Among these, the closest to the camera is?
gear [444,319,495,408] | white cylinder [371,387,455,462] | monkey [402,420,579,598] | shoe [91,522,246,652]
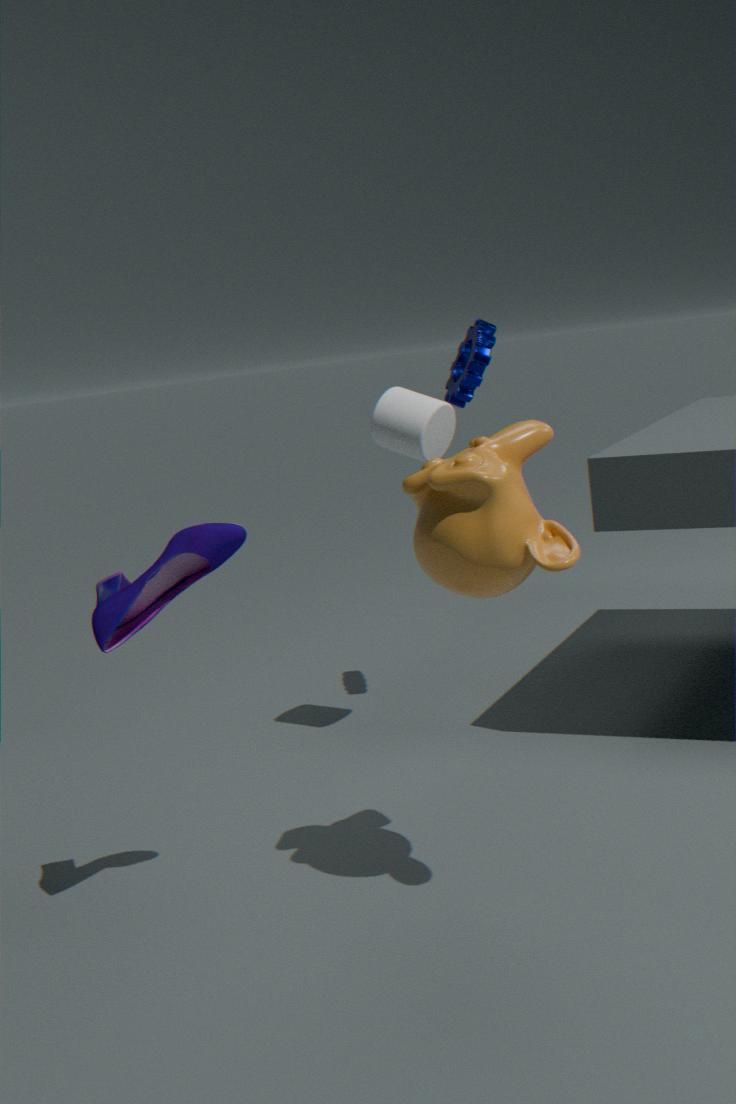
monkey [402,420,579,598]
